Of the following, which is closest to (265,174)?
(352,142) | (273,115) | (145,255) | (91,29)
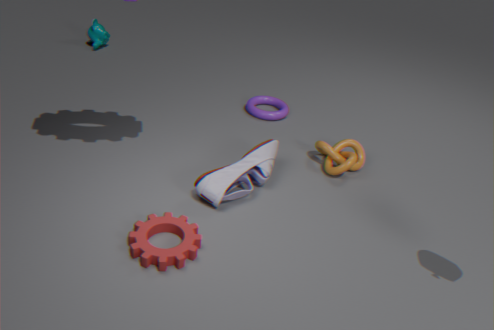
(145,255)
